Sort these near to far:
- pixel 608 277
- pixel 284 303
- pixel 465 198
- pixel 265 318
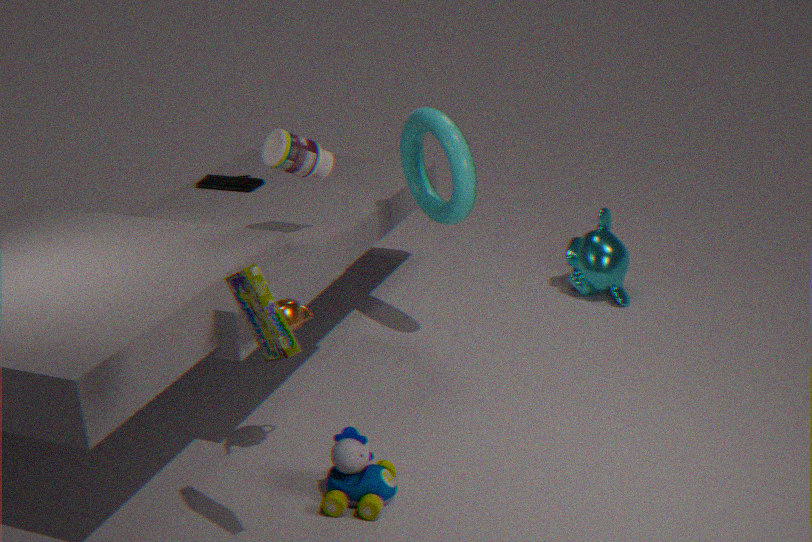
pixel 265 318 < pixel 284 303 < pixel 465 198 < pixel 608 277
